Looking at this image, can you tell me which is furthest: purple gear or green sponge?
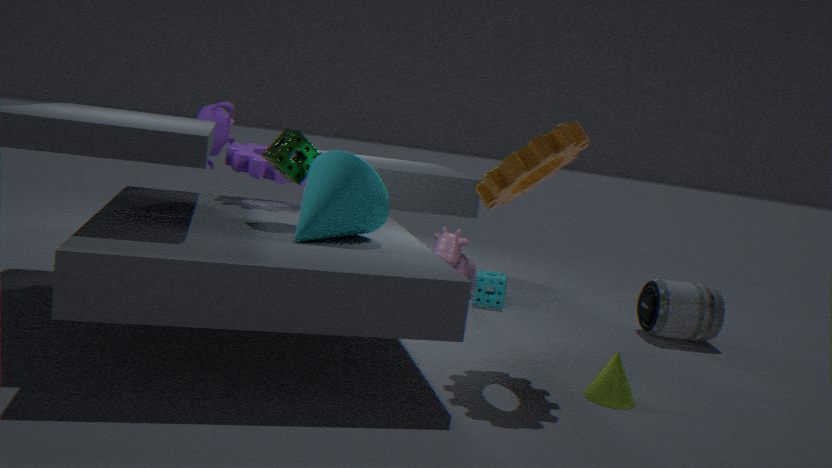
purple gear
